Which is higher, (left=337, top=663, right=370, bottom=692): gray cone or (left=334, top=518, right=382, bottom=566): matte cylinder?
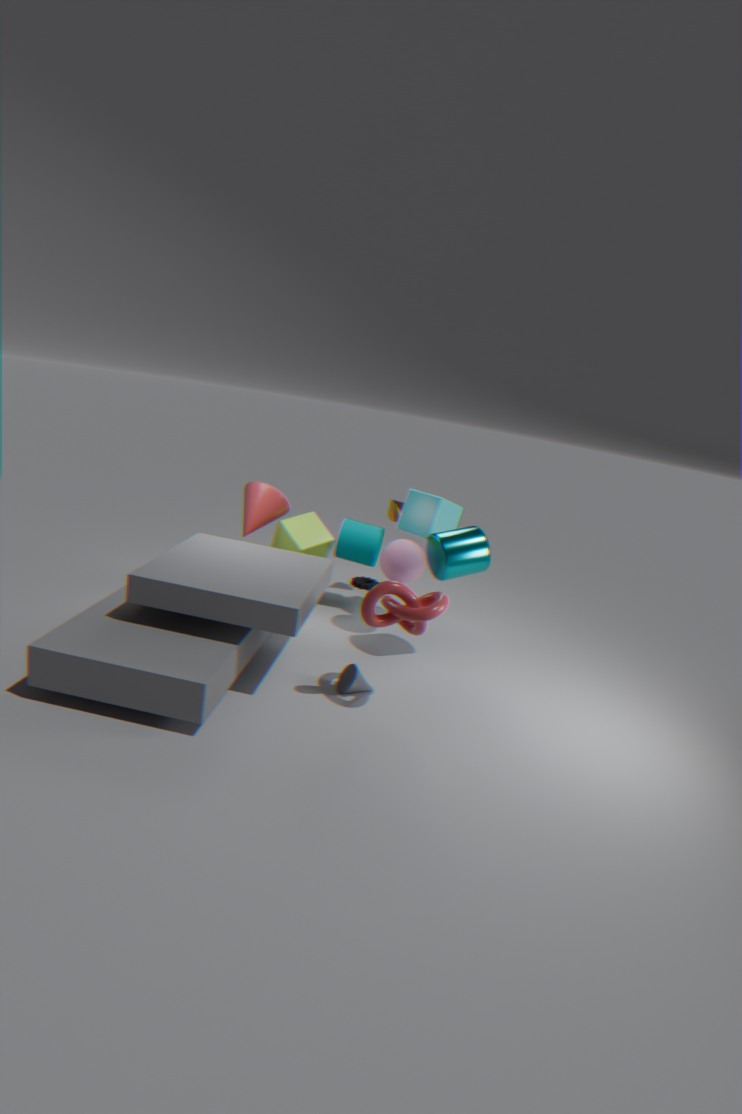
(left=334, top=518, right=382, bottom=566): matte cylinder
